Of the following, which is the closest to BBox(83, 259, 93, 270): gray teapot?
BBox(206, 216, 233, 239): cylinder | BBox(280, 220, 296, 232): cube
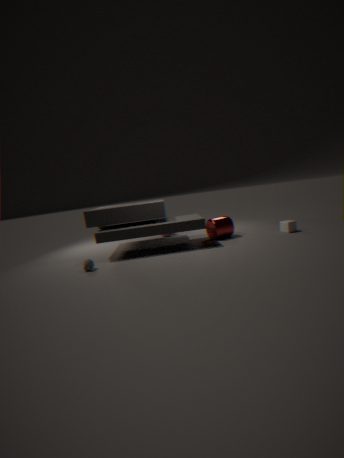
BBox(206, 216, 233, 239): cylinder
